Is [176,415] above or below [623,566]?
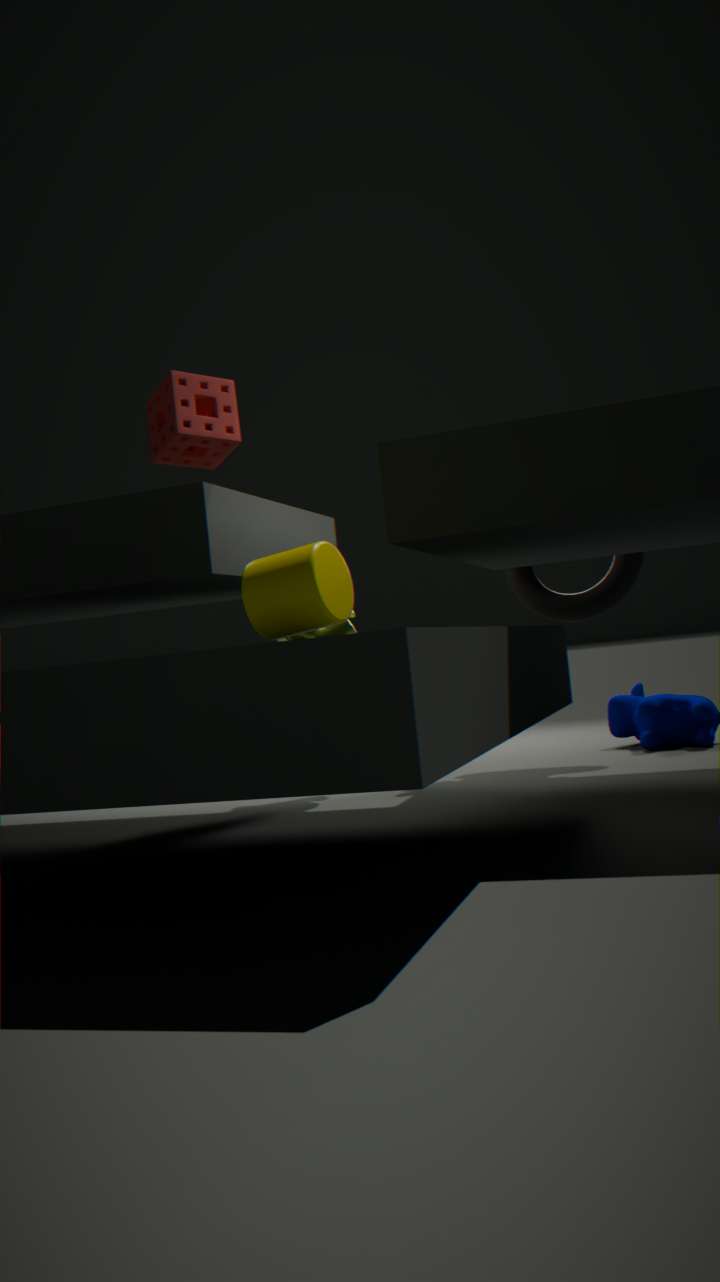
above
